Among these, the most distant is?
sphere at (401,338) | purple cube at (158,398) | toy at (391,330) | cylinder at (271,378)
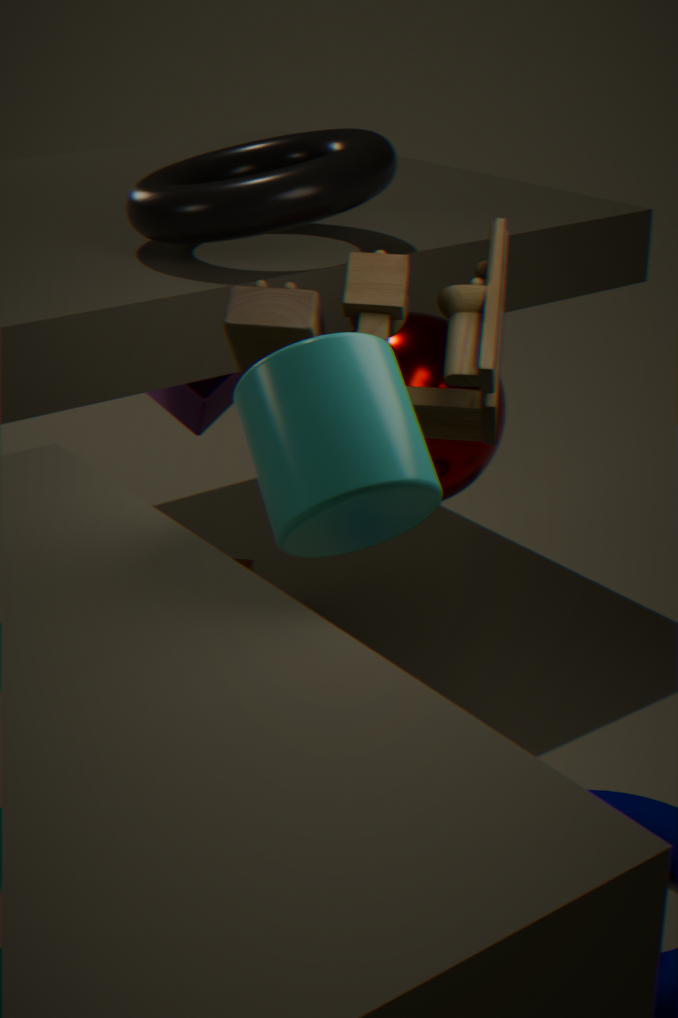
purple cube at (158,398)
